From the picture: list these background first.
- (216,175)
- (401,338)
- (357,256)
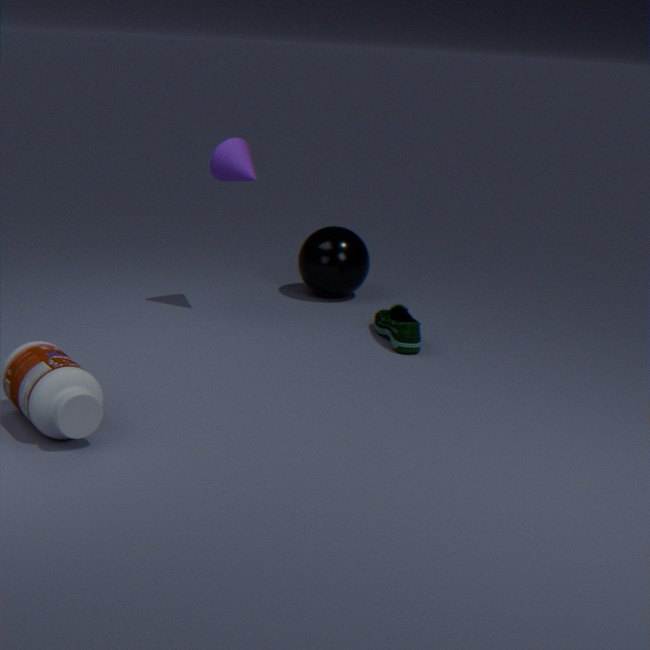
1. (357,256)
2. (216,175)
3. (401,338)
